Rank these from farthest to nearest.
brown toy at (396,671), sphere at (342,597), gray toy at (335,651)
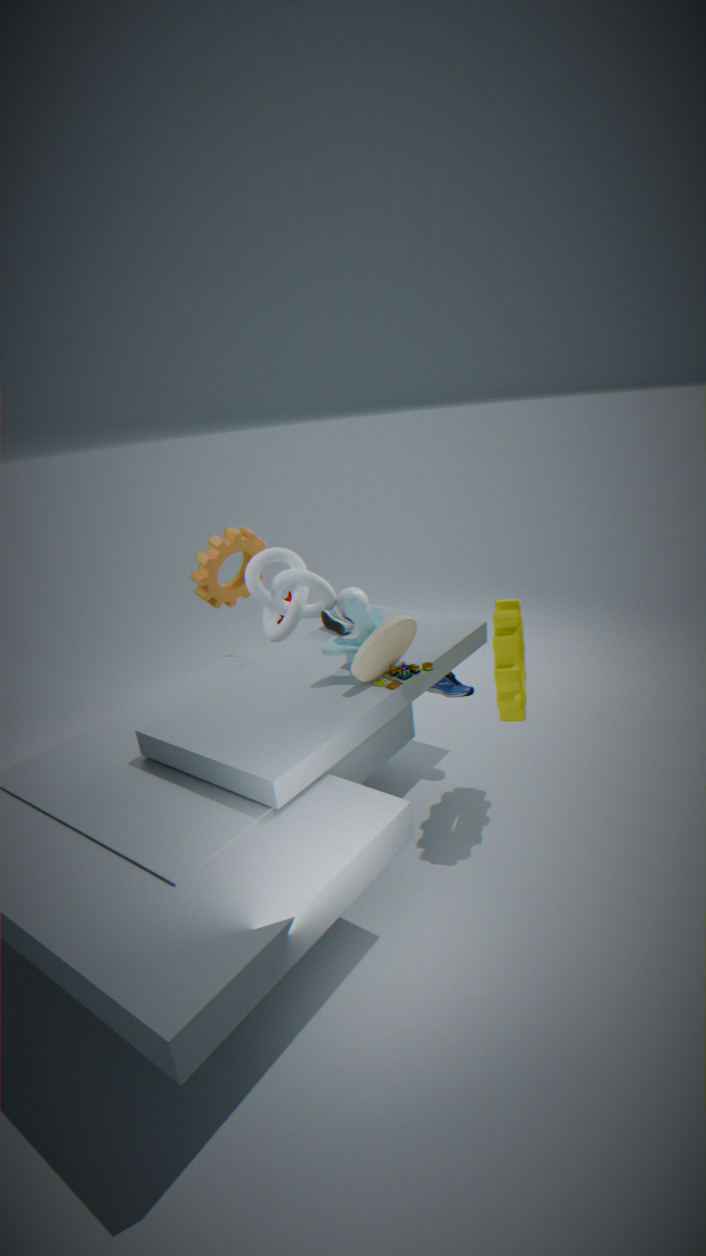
sphere at (342,597) < brown toy at (396,671) < gray toy at (335,651)
